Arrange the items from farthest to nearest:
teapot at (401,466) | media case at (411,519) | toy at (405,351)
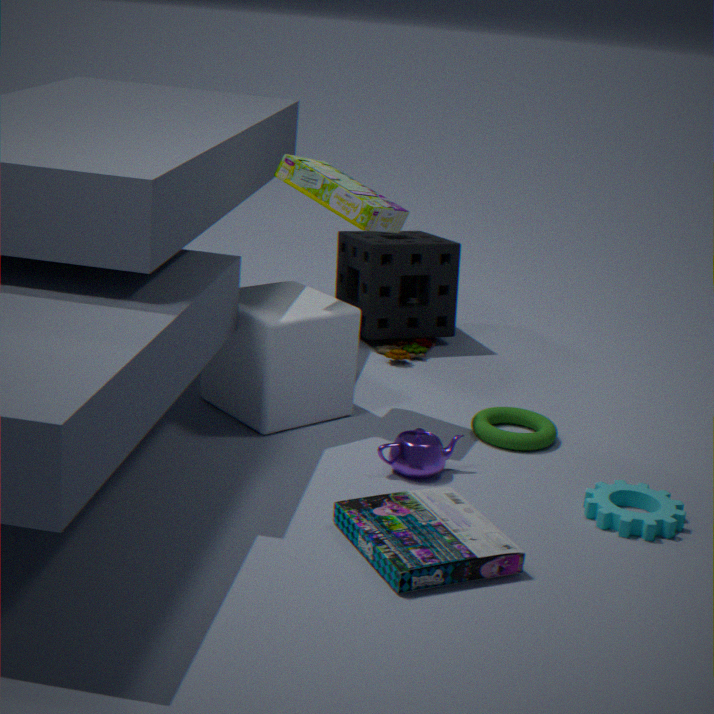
toy at (405,351), teapot at (401,466), media case at (411,519)
